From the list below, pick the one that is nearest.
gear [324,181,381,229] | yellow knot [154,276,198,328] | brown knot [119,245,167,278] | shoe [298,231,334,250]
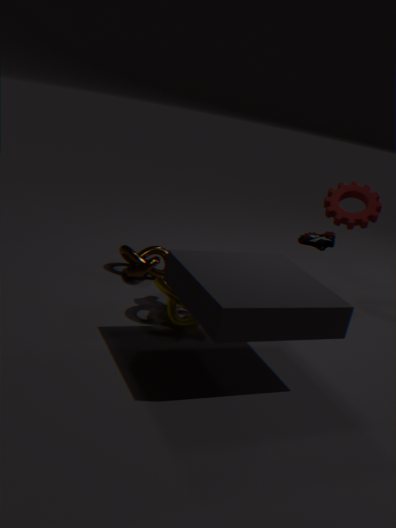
yellow knot [154,276,198,328]
